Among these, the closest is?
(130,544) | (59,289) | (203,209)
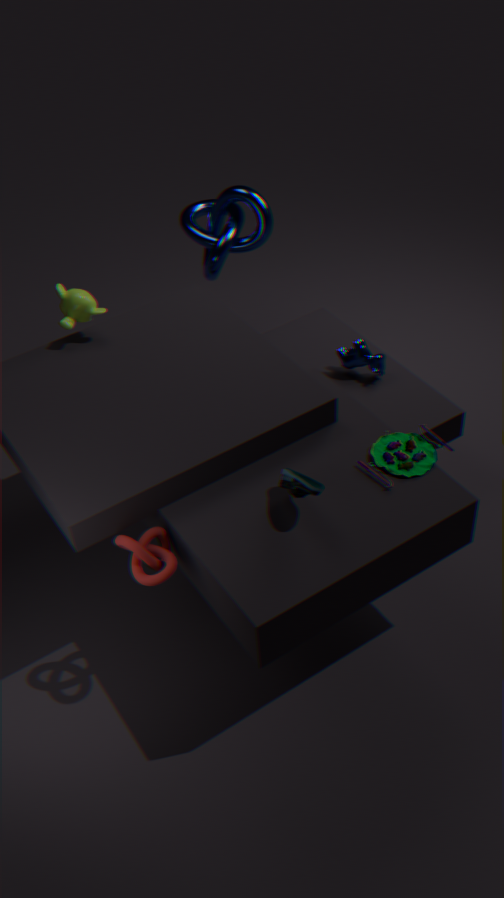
(130,544)
